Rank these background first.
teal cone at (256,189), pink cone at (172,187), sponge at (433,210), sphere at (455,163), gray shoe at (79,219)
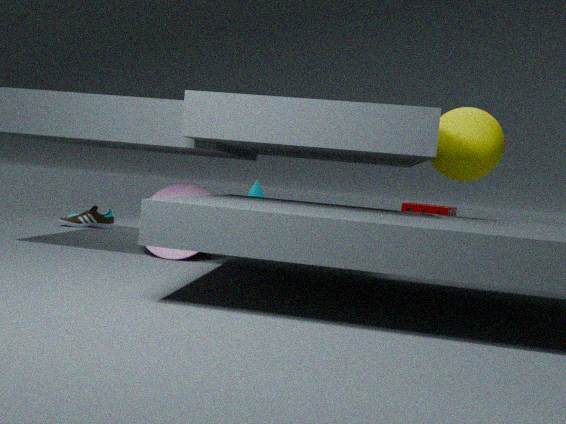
sponge at (433,210), teal cone at (256,189), gray shoe at (79,219), pink cone at (172,187), sphere at (455,163)
